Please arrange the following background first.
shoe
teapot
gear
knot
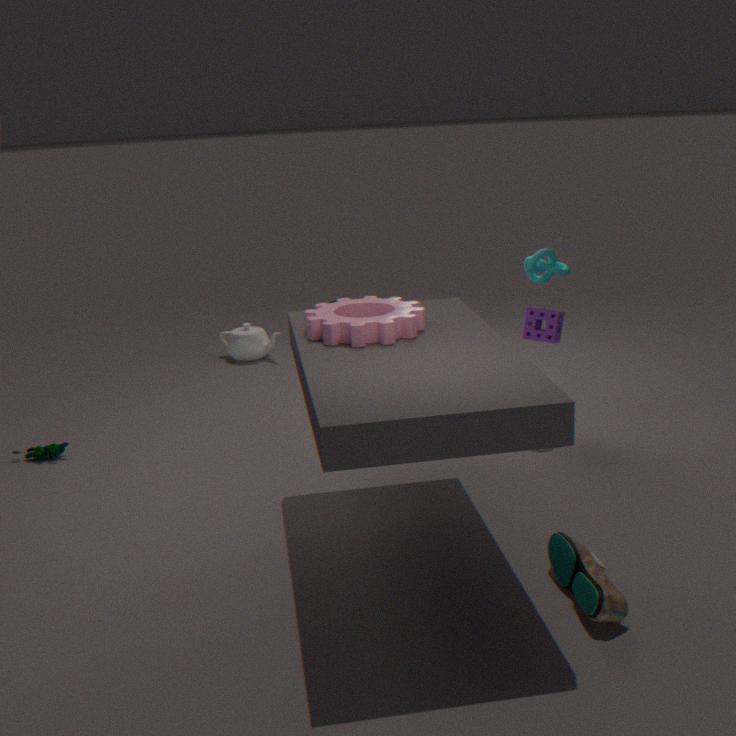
1. teapot
2. knot
3. gear
4. shoe
